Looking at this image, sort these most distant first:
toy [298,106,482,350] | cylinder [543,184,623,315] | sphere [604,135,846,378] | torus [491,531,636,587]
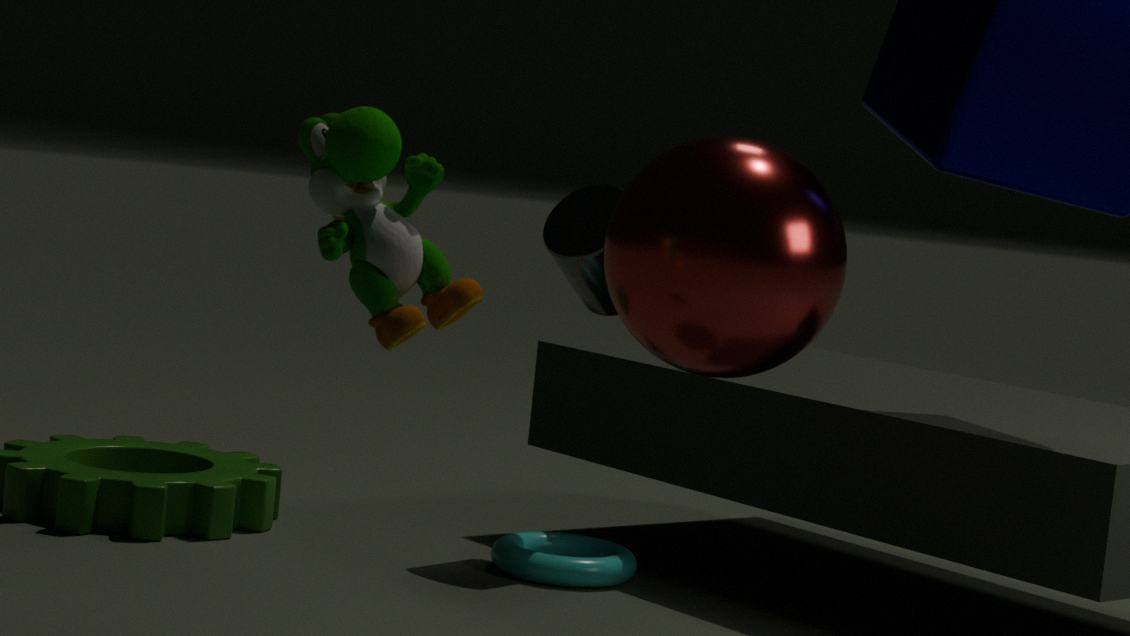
cylinder [543,184,623,315] < torus [491,531,636,587] < sphere [604,135,846,378] < toy [298,106,482,350]
